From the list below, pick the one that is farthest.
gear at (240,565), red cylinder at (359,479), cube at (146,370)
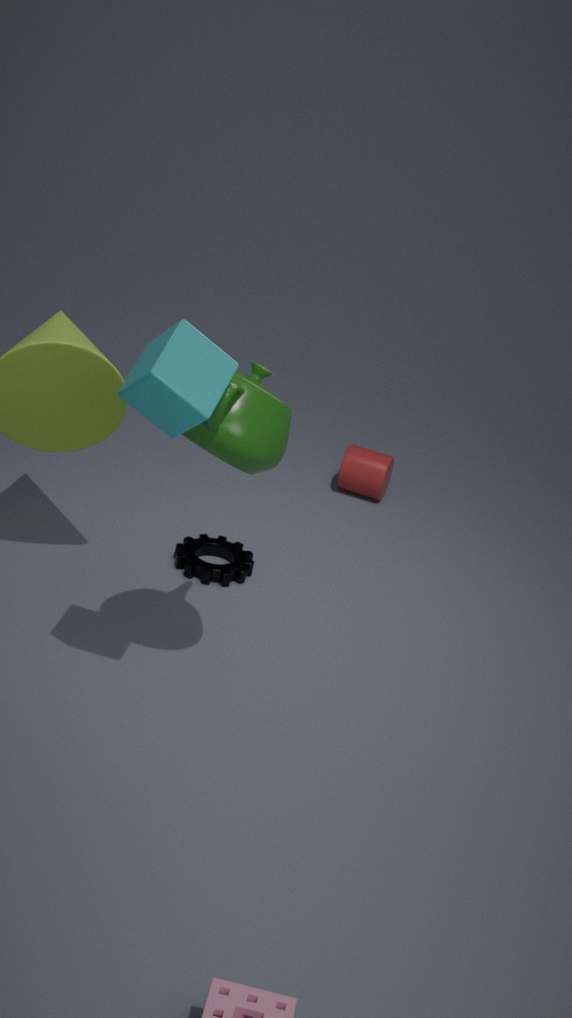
red cylinder at (359,479)
